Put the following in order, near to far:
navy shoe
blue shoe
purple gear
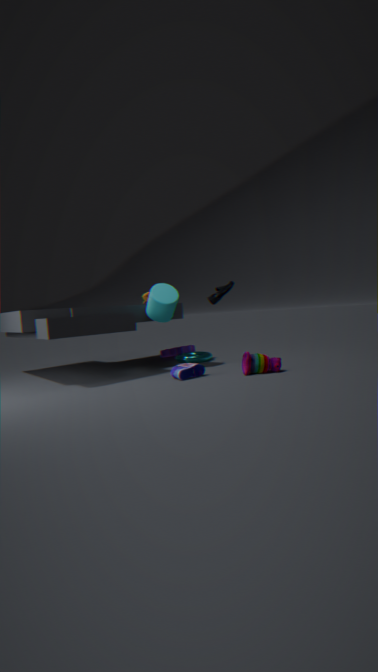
navy shoe → blue shoe → purple gear
